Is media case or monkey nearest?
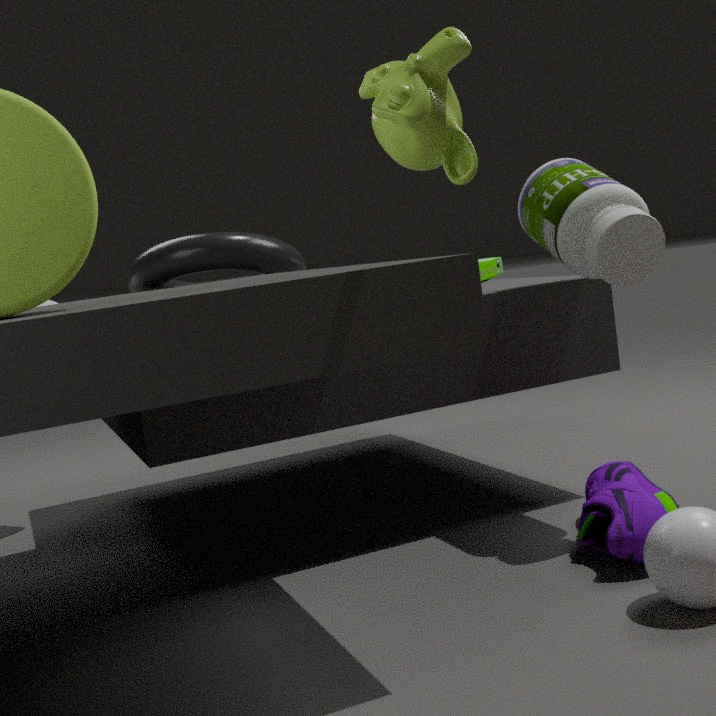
monkey
